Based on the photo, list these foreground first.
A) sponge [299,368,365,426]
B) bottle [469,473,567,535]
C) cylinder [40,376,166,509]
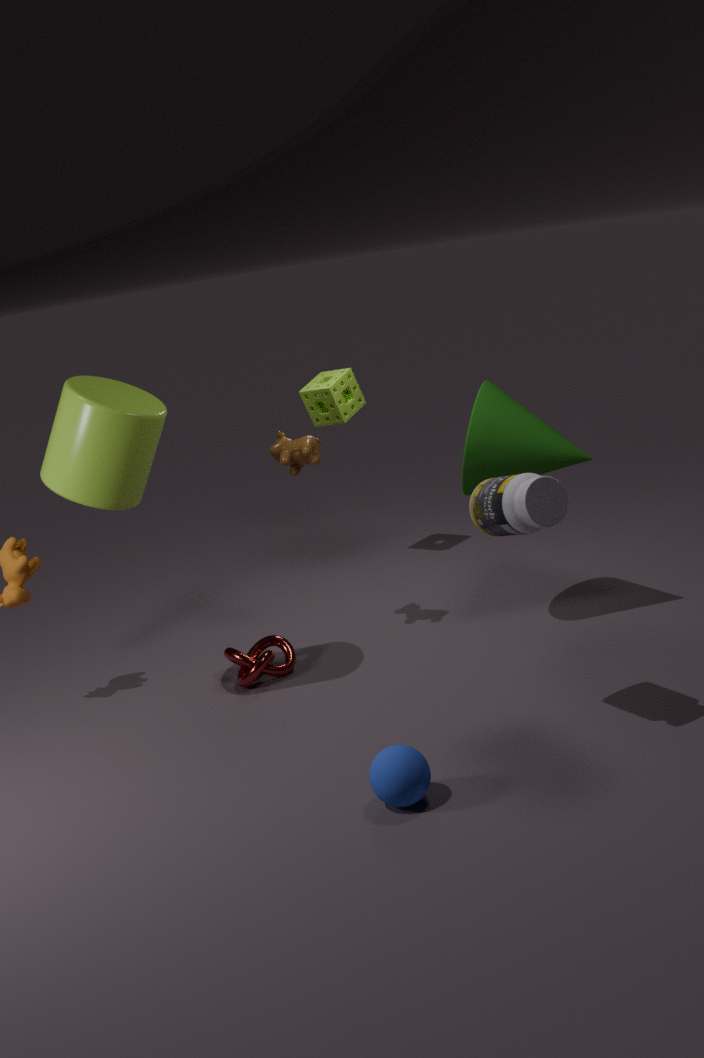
bottle [469,473,567,535], cylinder [40,376,166,509], sponge [299,368,365,426]
